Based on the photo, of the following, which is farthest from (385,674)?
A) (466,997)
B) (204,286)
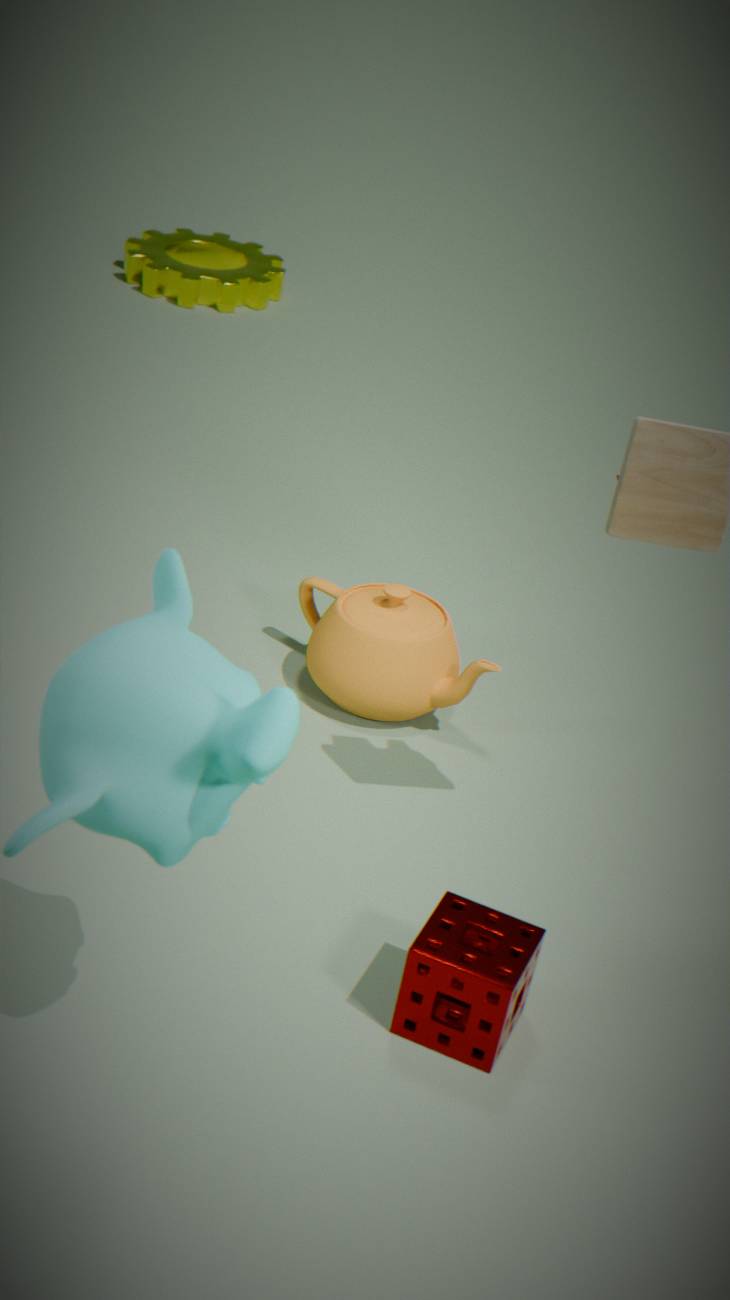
(204,286)
